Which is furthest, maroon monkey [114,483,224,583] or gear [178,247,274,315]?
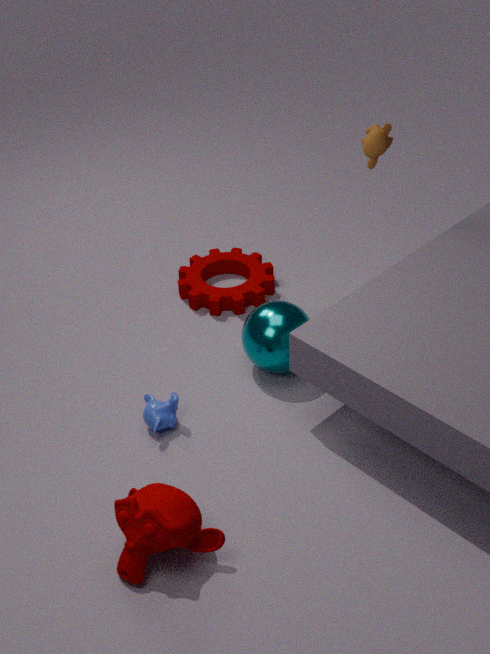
gear [178,247,274,315]
